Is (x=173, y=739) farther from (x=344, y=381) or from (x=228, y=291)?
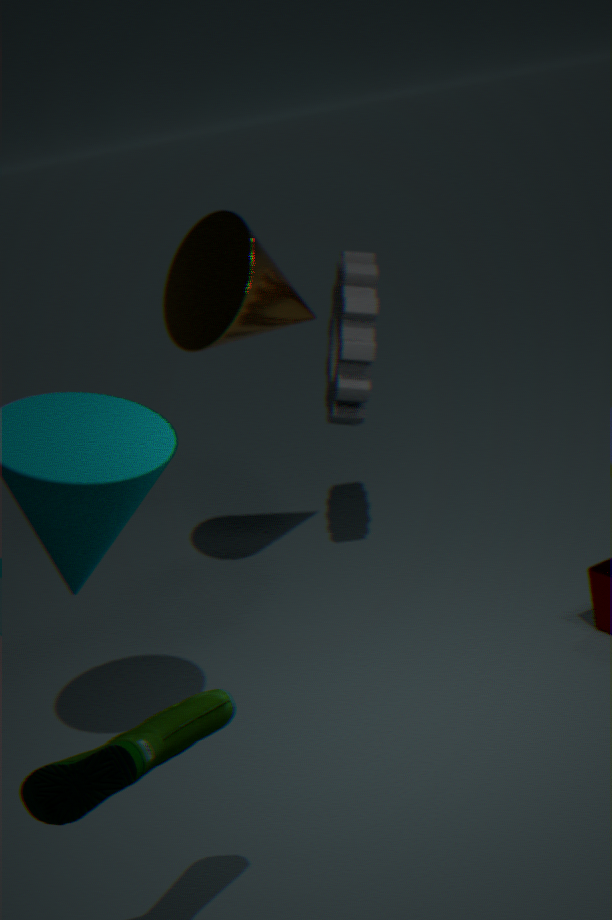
(x=344, y=381)
